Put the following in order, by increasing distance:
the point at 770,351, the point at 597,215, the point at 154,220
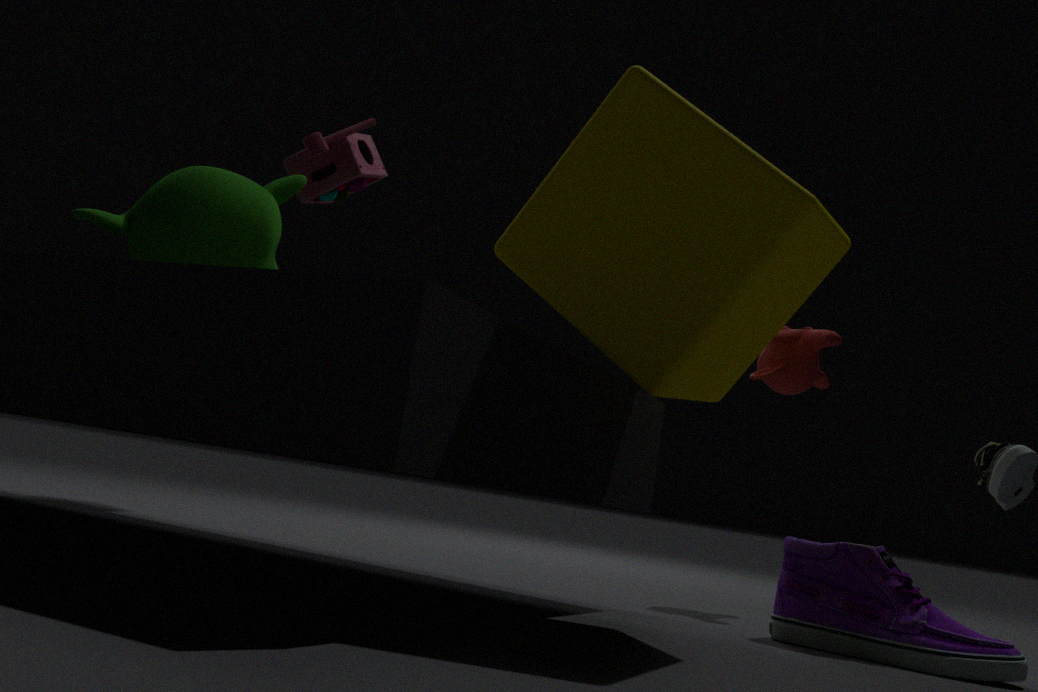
the point at 597,215
the point at 154,220
the point at 770,351
